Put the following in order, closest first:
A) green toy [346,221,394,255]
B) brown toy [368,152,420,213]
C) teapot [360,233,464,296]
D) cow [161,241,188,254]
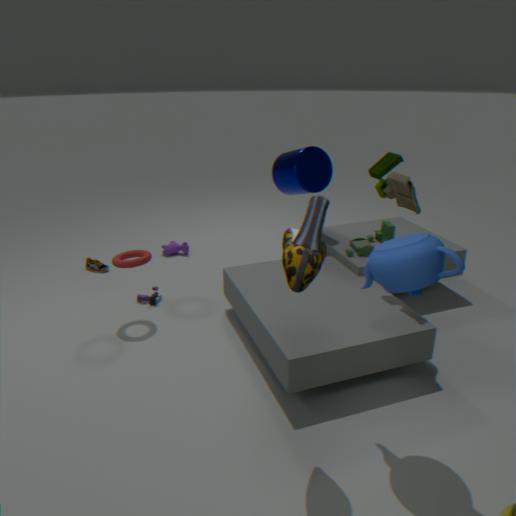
teapot [360,233,464,296], brown toy [368,152,420,213], green toy [346,221,394,255], cow [161,241,188,254]
